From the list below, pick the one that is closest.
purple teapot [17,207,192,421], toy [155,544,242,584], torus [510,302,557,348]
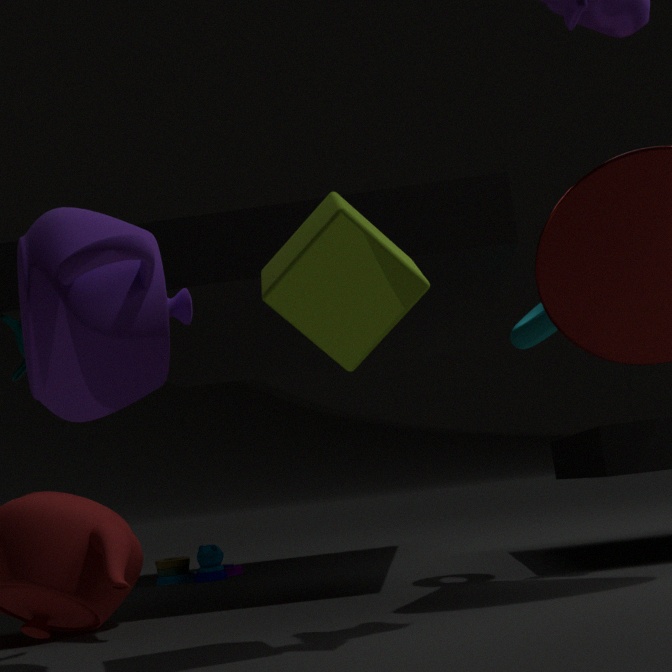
purple teapot [17,207,192,421]
